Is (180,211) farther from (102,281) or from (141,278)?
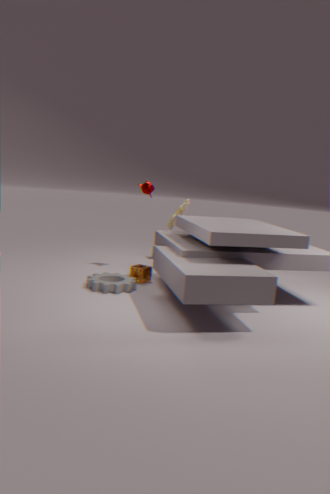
(102,281)
